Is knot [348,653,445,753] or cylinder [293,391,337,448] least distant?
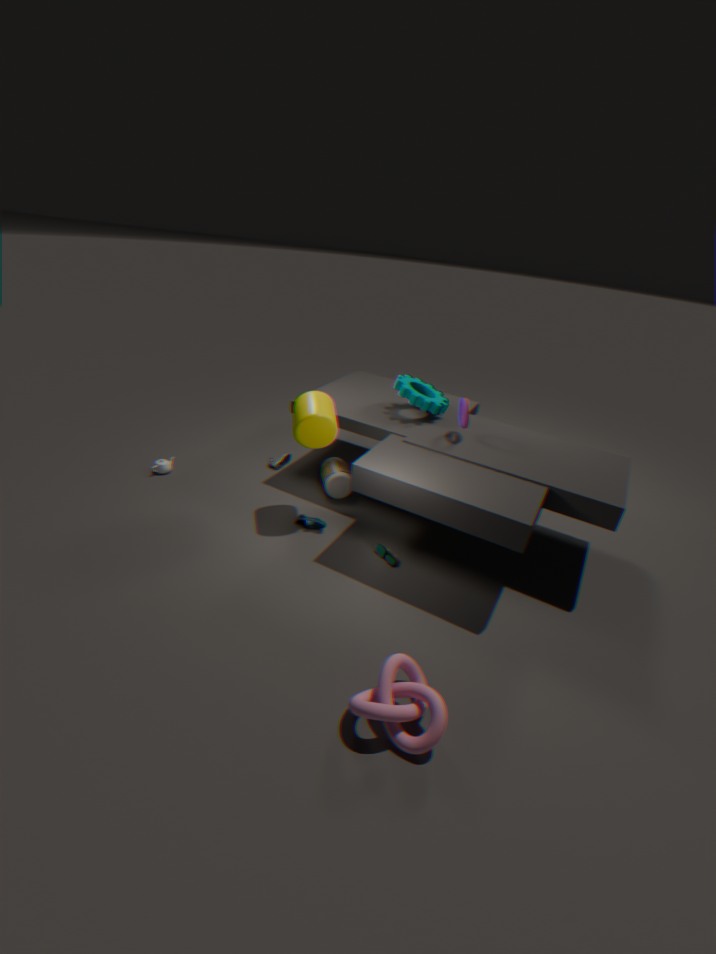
knot [348,653,445,753]
